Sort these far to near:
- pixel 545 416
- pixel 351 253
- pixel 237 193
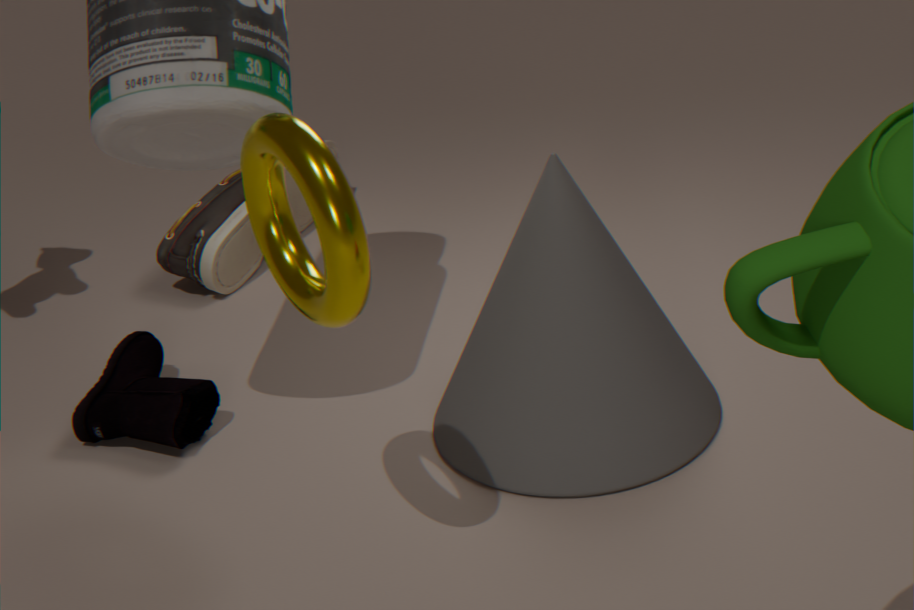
pixel 237 193 < pixel 545 416 < pixel 351 253
